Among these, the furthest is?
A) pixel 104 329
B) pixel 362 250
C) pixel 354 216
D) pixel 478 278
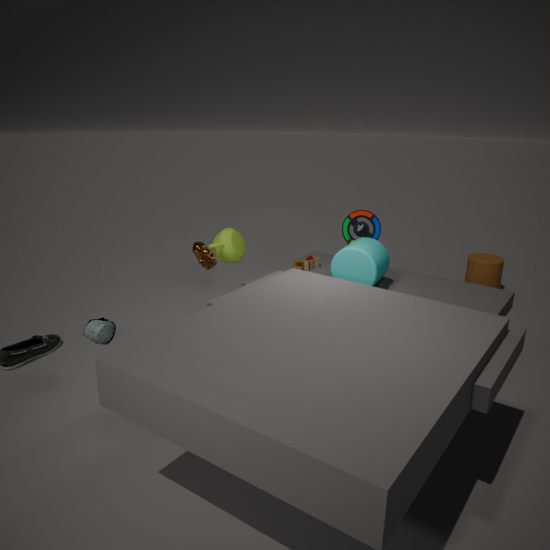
D. pixel 478 278
